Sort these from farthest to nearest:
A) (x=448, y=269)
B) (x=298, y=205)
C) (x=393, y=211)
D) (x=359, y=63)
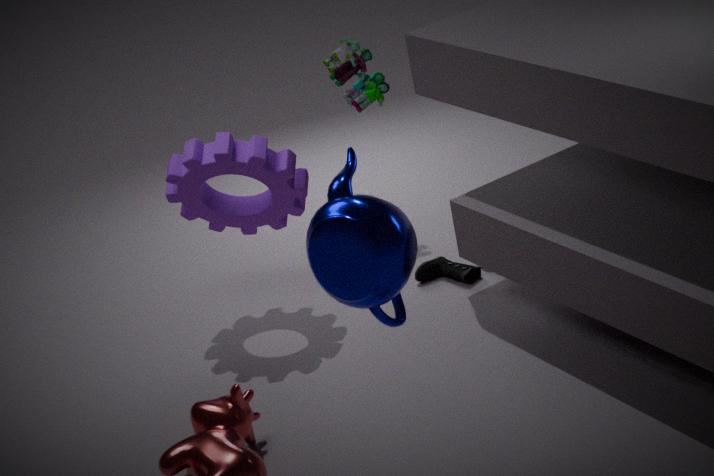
(x=359, y=63) < (x=448, y=269) < (x=298, y=205) < (x=393, y=211)
